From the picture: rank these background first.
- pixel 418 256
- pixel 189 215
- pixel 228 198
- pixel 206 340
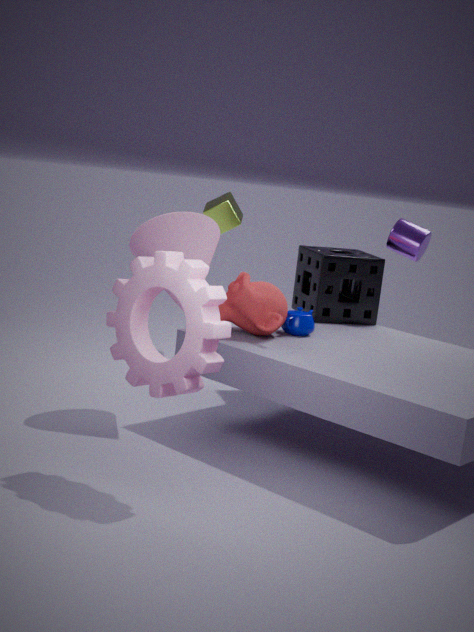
pixel 228 198, pixel 418 256, pixel 189 215, pixel 206 340
